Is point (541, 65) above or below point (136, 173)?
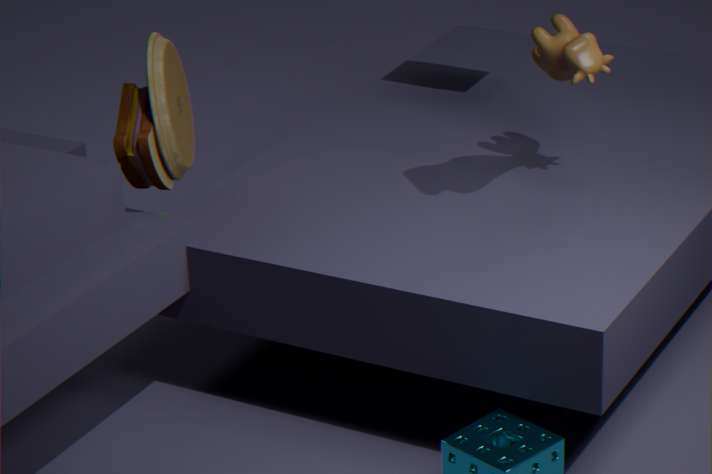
above
